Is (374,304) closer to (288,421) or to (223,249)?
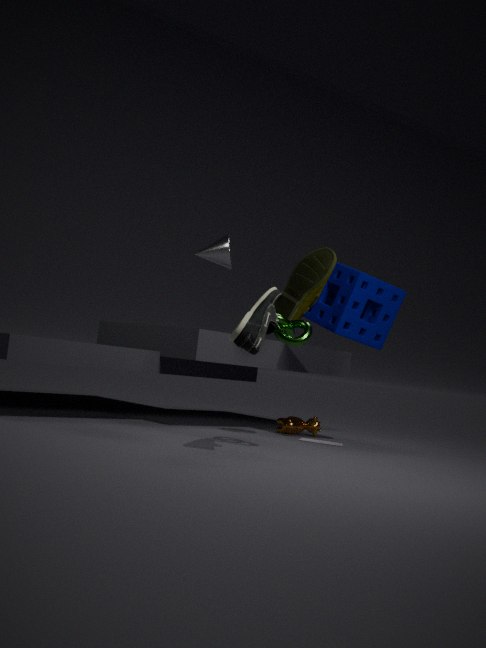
(288,421)
